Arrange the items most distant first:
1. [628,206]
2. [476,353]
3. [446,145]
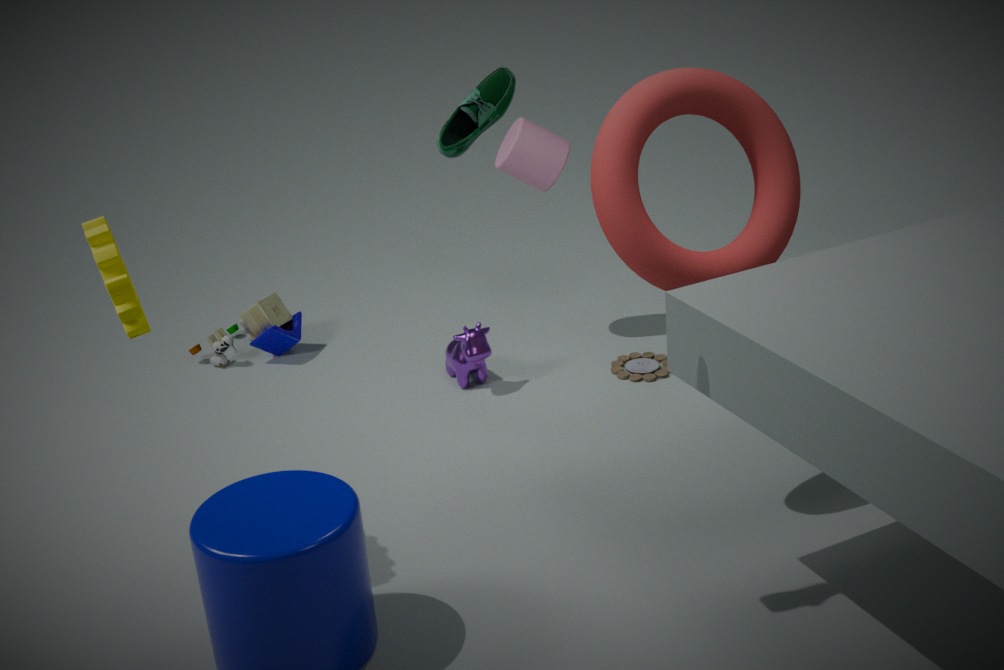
[476,353]
[628,206]
[446,145]
